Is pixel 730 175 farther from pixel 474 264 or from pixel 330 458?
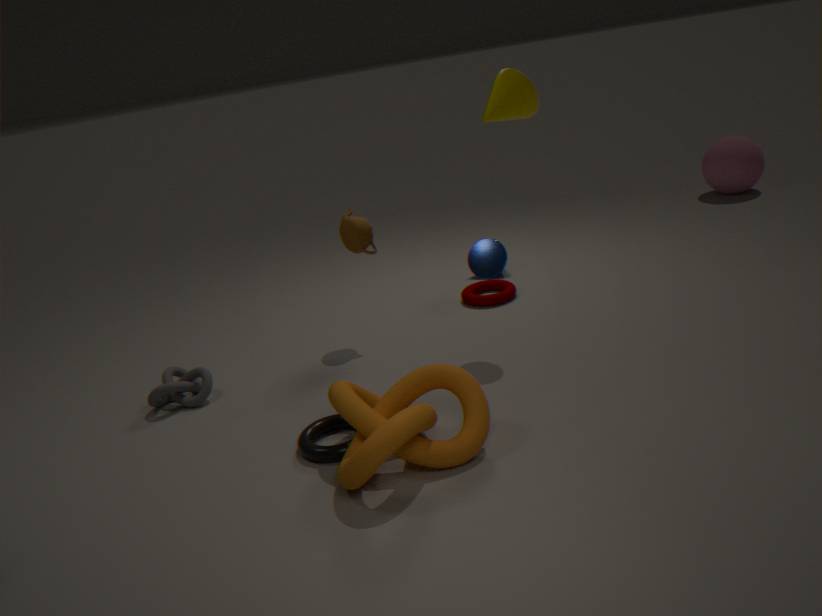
pixel 330 458
